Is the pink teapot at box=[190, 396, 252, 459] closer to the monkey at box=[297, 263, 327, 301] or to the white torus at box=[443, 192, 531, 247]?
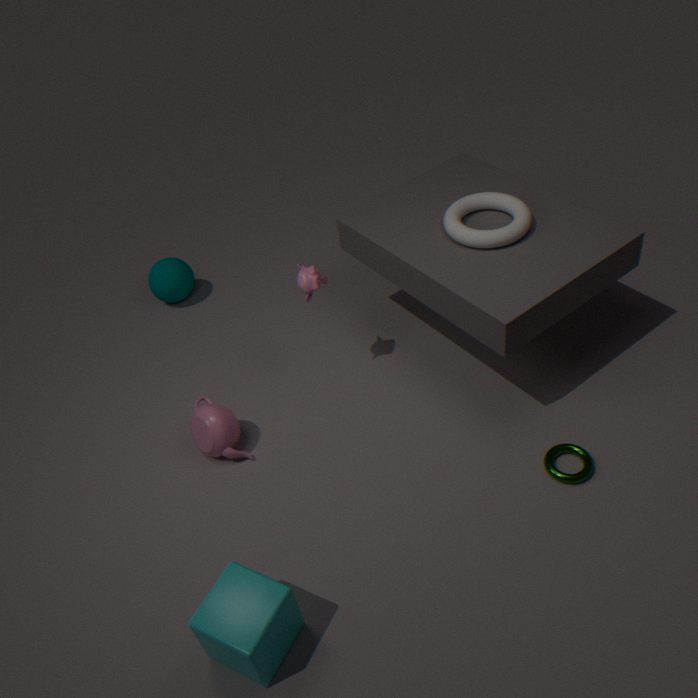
the monkey at box=[297, 263, 327, 301]
